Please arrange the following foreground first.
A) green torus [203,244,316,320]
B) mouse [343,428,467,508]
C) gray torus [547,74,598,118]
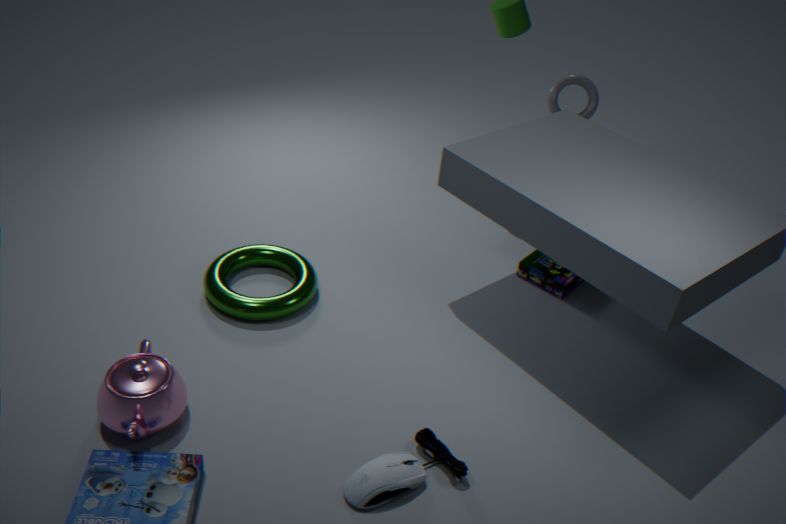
mouse [343,428,467,508]
green torus [203,244,316,320]
gray torus [547,74,598,118]
